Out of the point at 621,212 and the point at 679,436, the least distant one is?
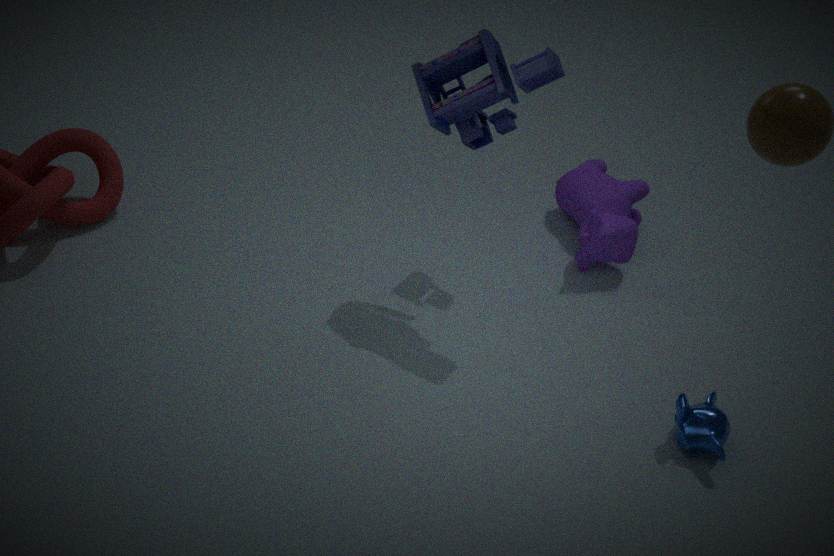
the point at 679,436
